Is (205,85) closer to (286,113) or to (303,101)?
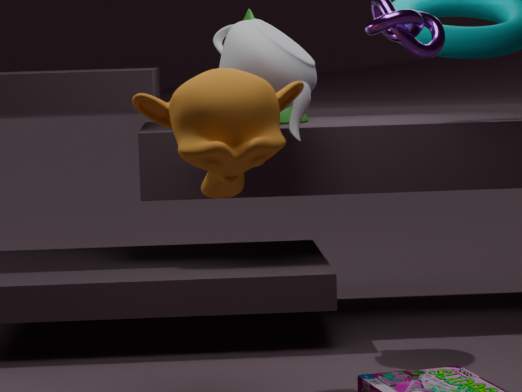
(303,101)
